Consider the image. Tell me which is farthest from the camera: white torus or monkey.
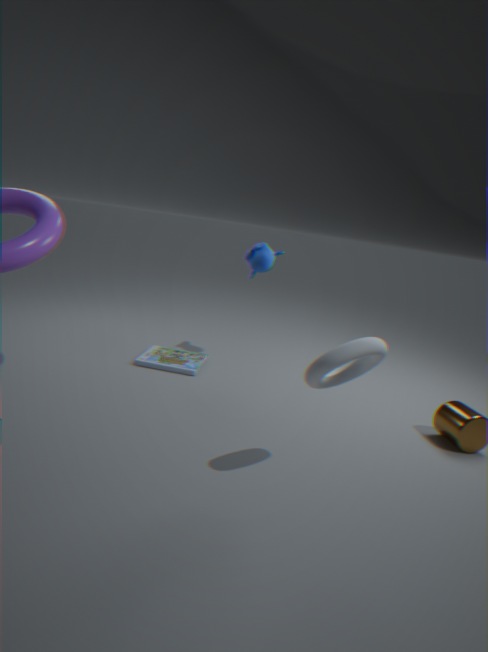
monkey
